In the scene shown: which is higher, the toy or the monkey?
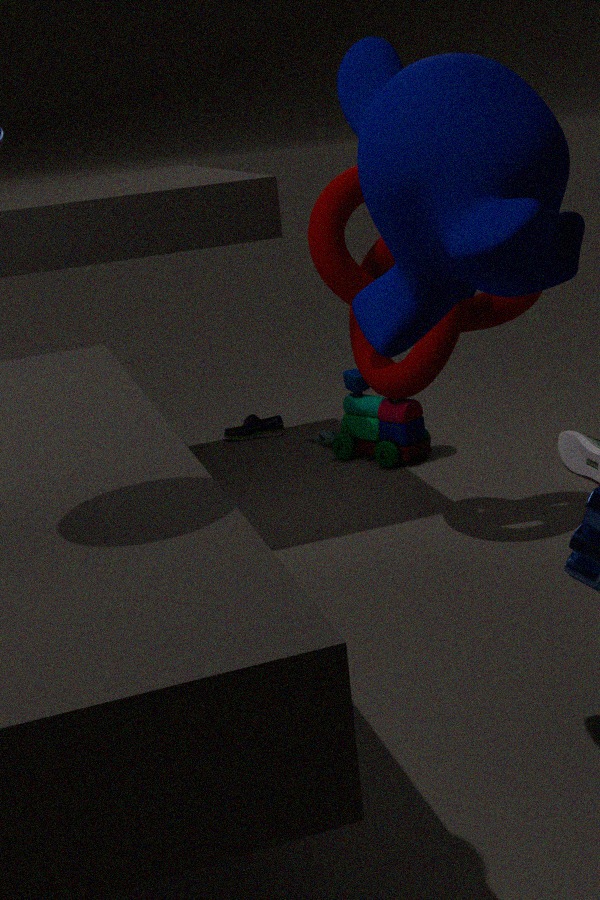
the monkey
